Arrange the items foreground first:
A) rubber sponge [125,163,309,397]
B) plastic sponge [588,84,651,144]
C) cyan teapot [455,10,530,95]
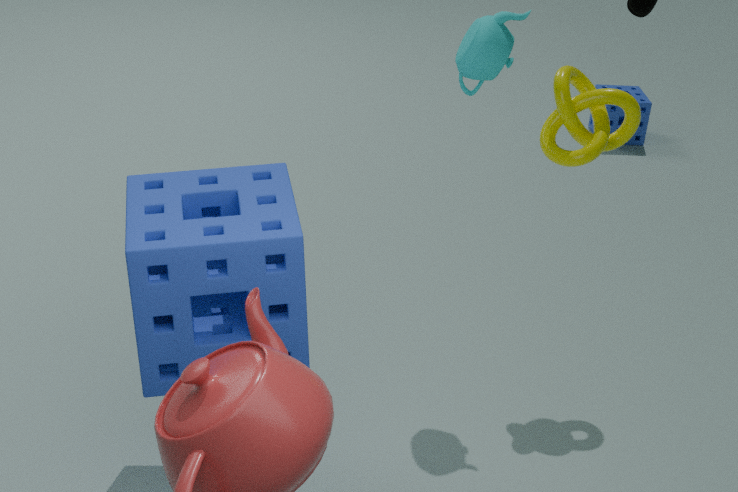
rubber sponge [125,163,309,397] → cyan teapot [455,10,530,95] → plastic sponge [588,84,651,144]
